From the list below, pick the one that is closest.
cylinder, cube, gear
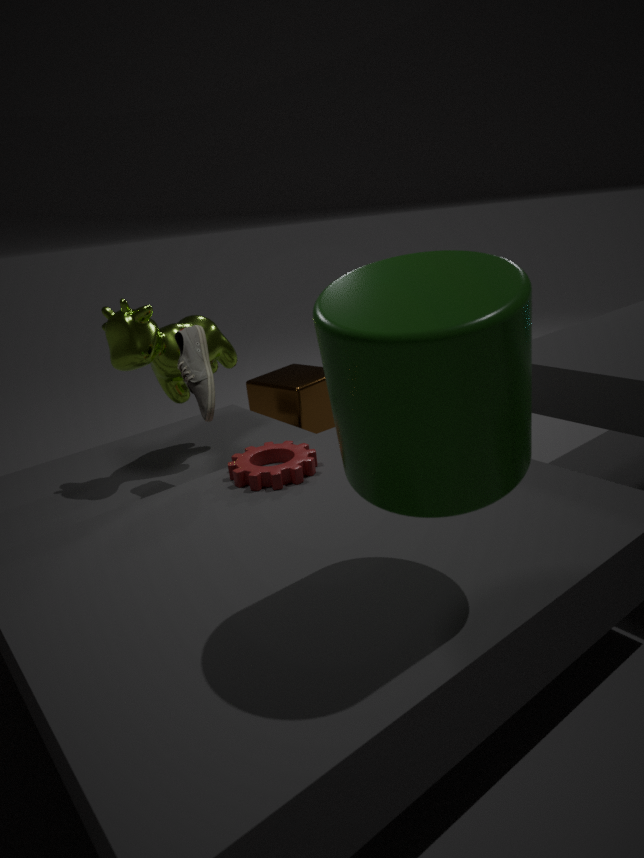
cylinder
